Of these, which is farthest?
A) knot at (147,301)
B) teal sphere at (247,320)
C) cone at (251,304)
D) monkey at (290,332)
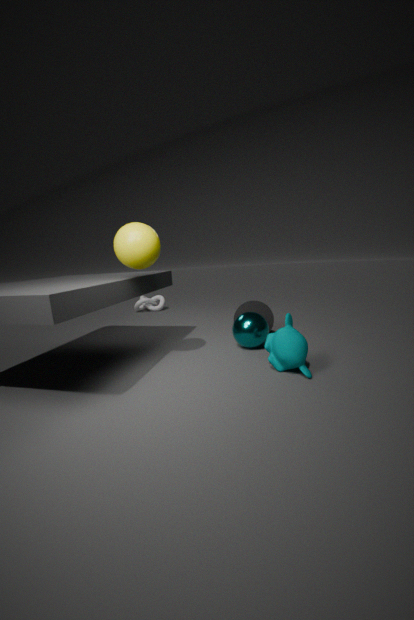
knot at (147,301)
